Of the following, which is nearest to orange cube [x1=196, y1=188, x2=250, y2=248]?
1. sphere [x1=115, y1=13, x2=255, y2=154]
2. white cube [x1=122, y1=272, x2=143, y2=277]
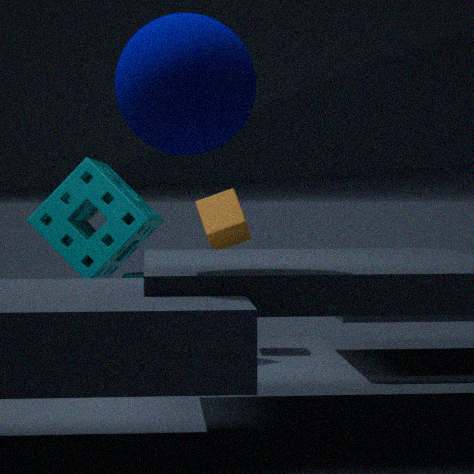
white cube [x1=122, y1=272, x2=143, y2=277]
